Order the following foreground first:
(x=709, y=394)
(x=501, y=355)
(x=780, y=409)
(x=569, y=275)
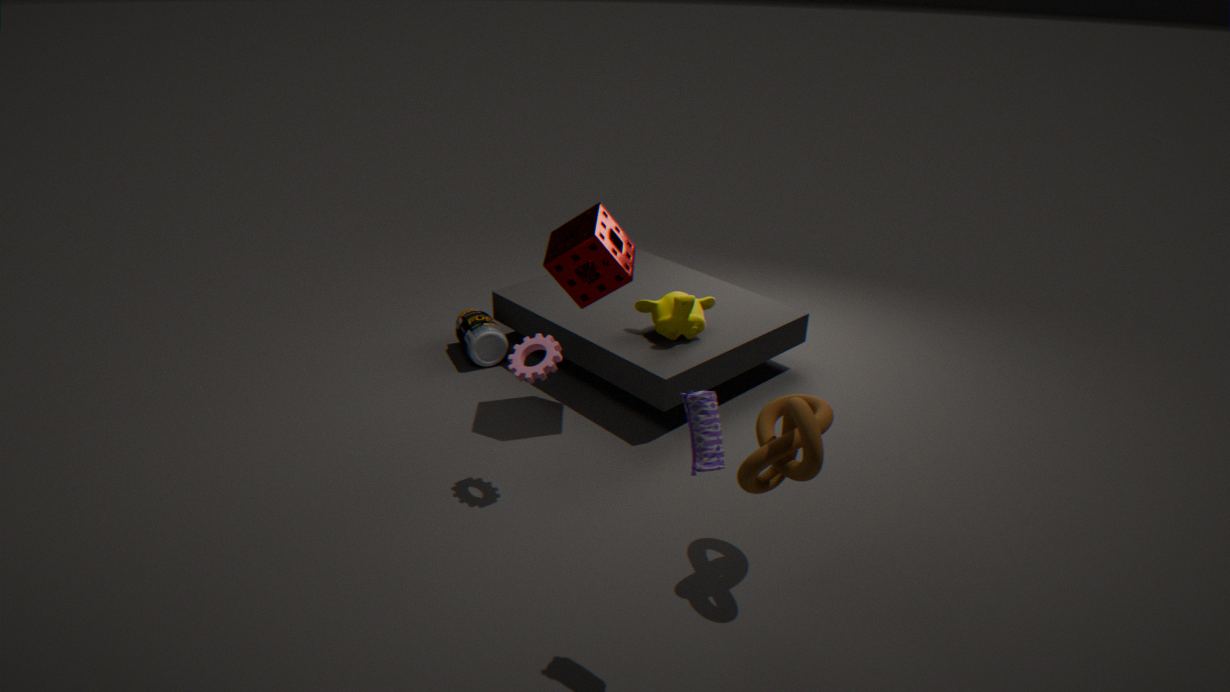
(x=709, y=394) → (x=780, y=409) → (x=569, y=275) → (x=501, y=355)
